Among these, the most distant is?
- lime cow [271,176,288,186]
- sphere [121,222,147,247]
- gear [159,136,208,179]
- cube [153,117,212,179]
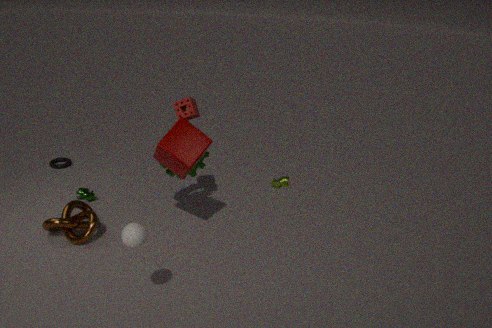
lime cow [271,176,288,186]
